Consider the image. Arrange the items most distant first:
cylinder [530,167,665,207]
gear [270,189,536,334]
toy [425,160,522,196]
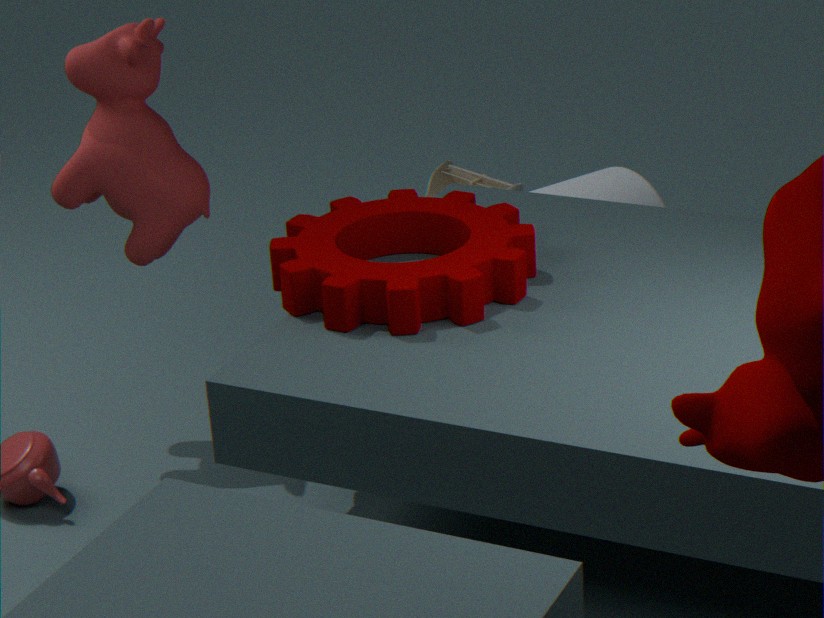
toy [425,160,522,196]
cylinder [530,167,665,207]
gear [270,189,536,334]
